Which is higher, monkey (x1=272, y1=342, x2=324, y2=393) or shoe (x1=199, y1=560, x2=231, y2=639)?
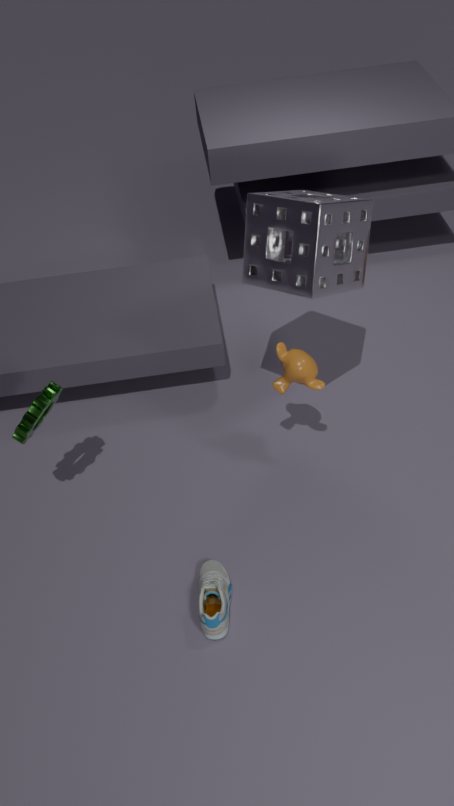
monkey (x1=272, y1=342, x2=324, y2=393)
